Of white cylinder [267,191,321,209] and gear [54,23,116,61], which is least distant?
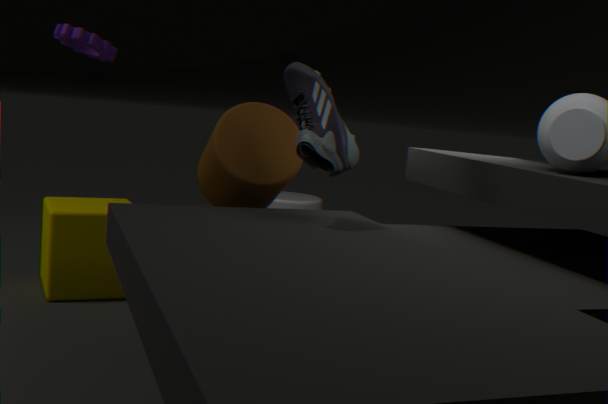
gear [54,23,116,61]
